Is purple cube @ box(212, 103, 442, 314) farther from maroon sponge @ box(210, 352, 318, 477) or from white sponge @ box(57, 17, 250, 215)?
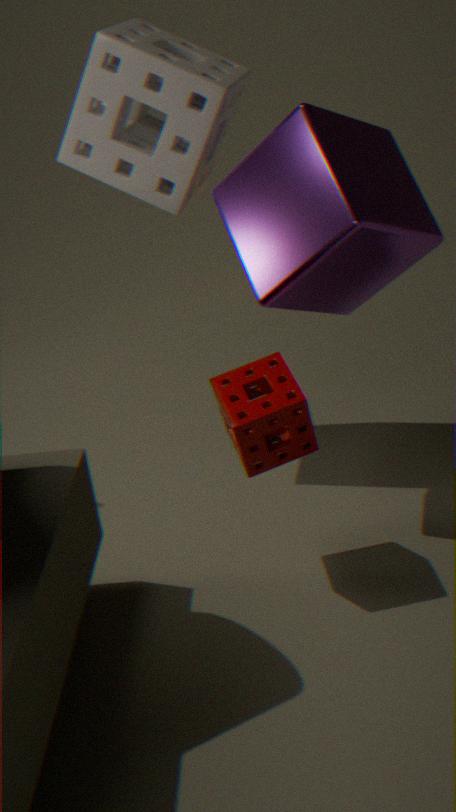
maroon sponge @ box(210, 352, 318, 477)
